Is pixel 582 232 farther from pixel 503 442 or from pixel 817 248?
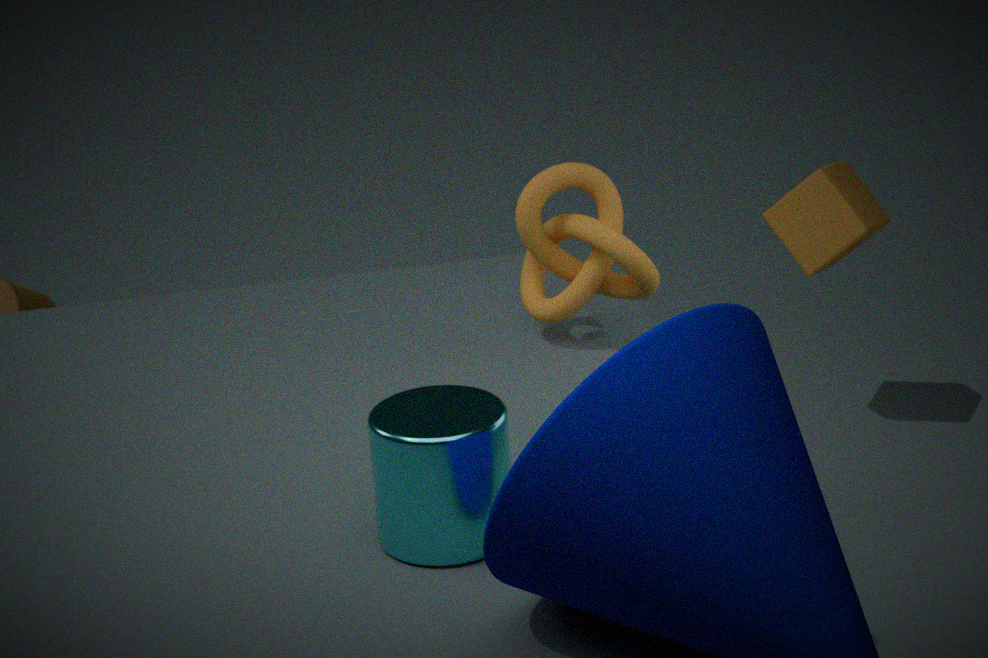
pixel 817 248
